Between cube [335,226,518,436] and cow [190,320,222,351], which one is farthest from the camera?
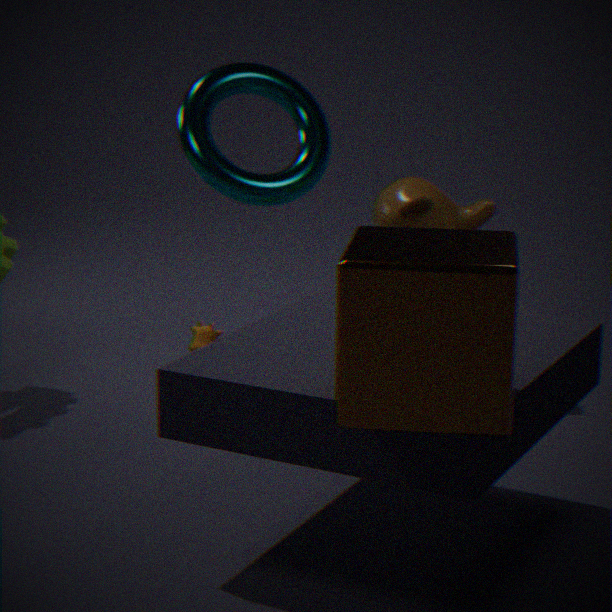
cow [190,320,222,351]
